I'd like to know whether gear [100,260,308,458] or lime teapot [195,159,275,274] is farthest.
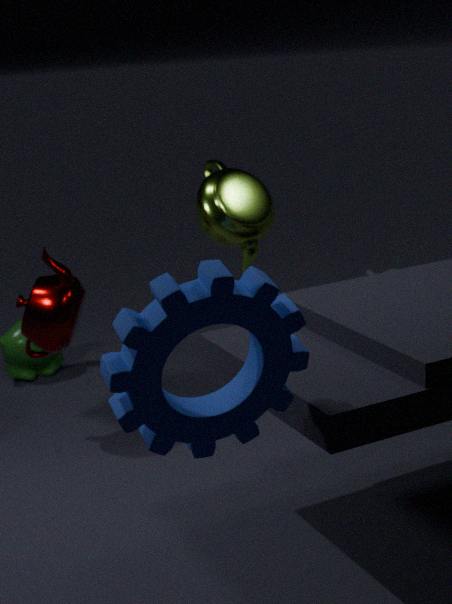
lime teapot [195,159,275,274]
